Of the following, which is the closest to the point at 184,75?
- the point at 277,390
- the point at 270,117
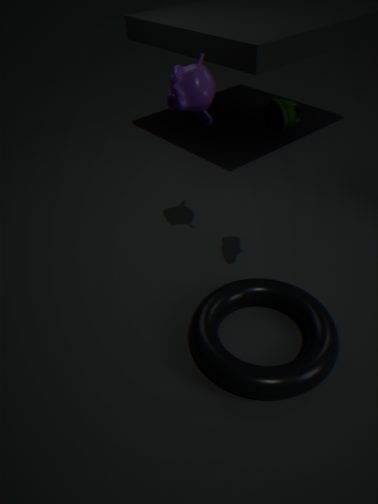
the point at 270,117
